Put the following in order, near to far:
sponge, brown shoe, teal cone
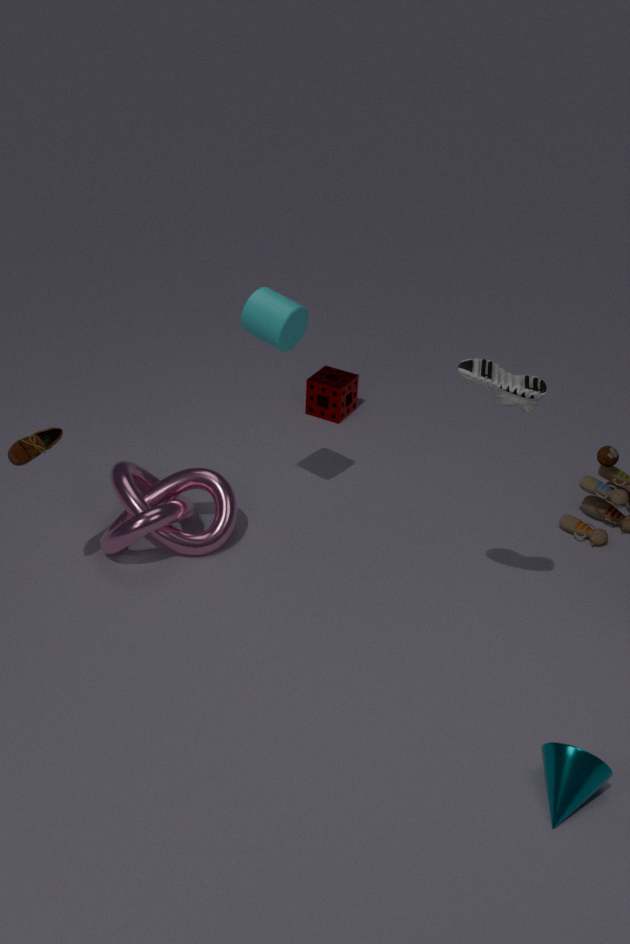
1. teal cone
2. brown shoe
3. sponge
